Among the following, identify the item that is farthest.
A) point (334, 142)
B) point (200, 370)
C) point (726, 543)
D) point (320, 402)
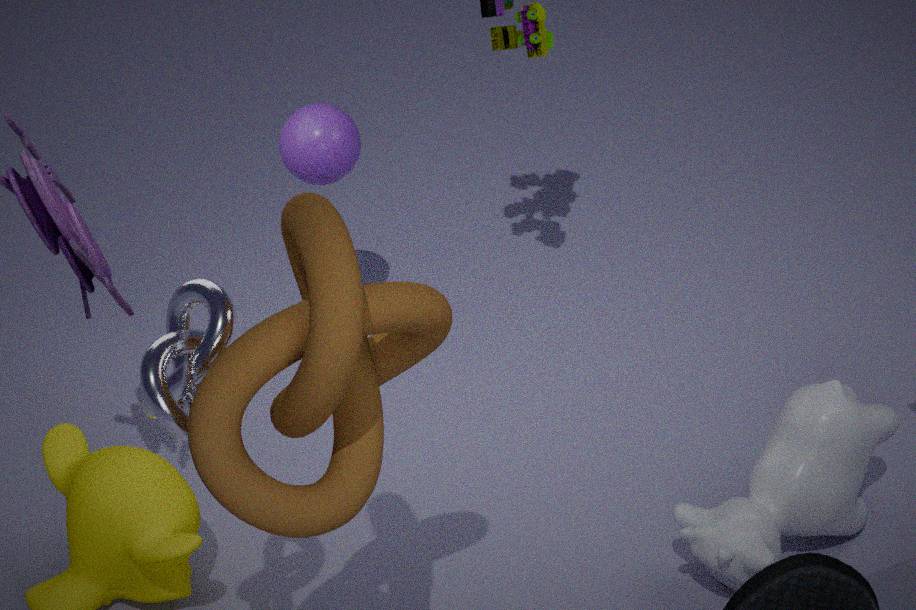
point (334, 142)
